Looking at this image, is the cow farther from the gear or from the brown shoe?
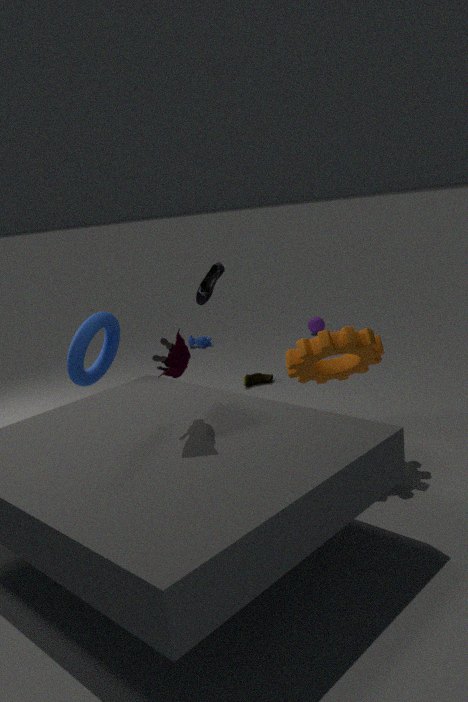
the gear
